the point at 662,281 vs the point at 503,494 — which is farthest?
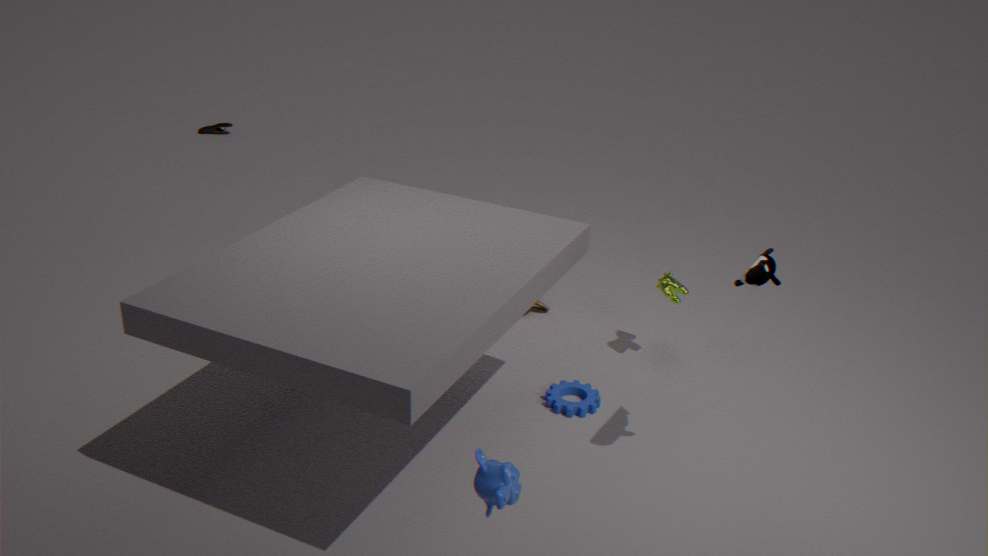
the point at 662,281
